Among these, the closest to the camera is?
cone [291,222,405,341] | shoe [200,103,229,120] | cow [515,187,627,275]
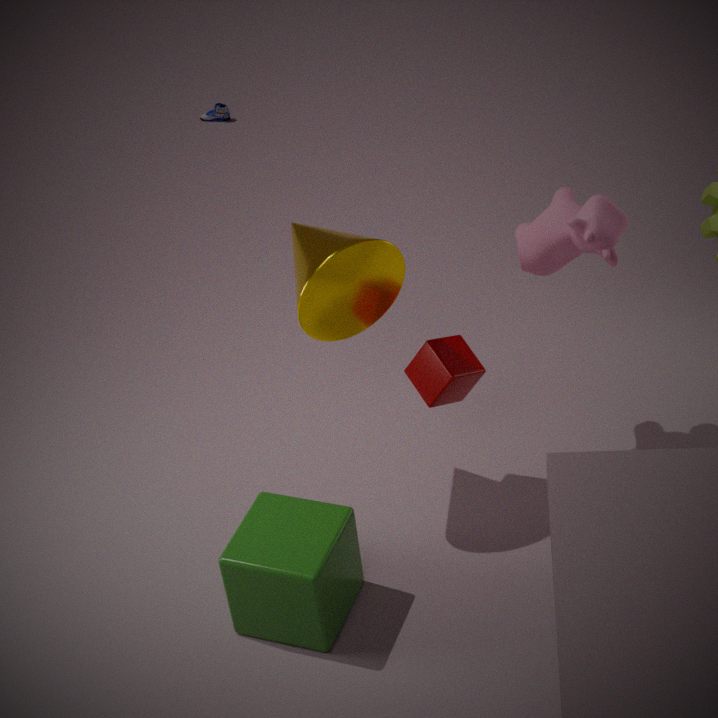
cone [291,222,405,341]
